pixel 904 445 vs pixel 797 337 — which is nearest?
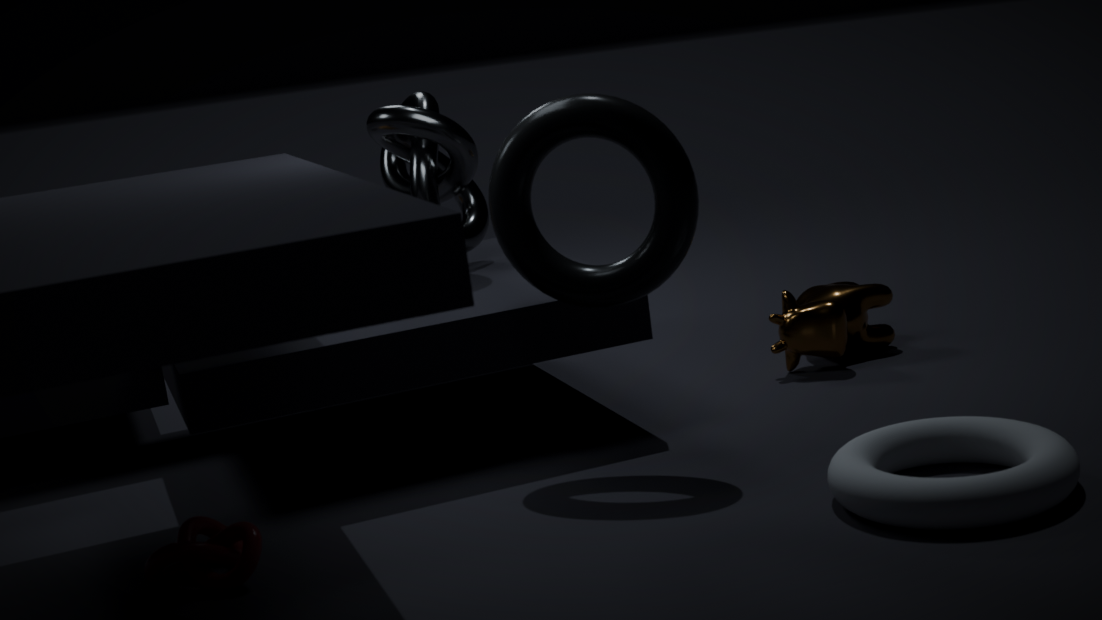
pixel 904 445
